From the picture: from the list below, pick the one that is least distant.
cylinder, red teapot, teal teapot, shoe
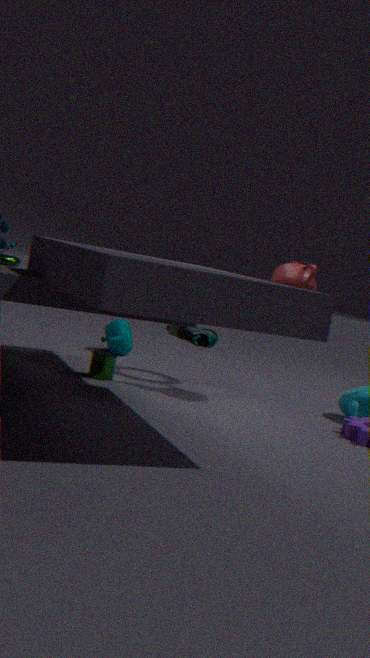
red teapot
